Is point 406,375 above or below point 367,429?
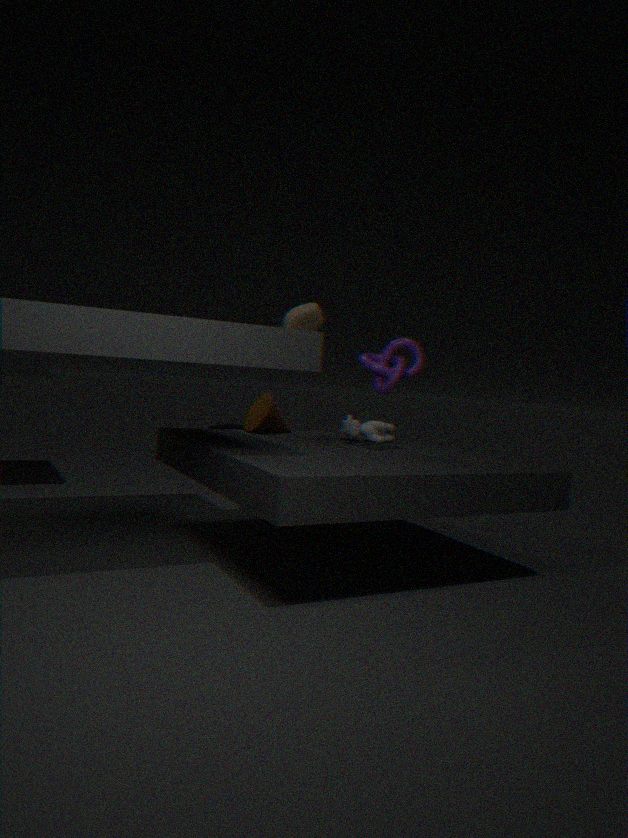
above
